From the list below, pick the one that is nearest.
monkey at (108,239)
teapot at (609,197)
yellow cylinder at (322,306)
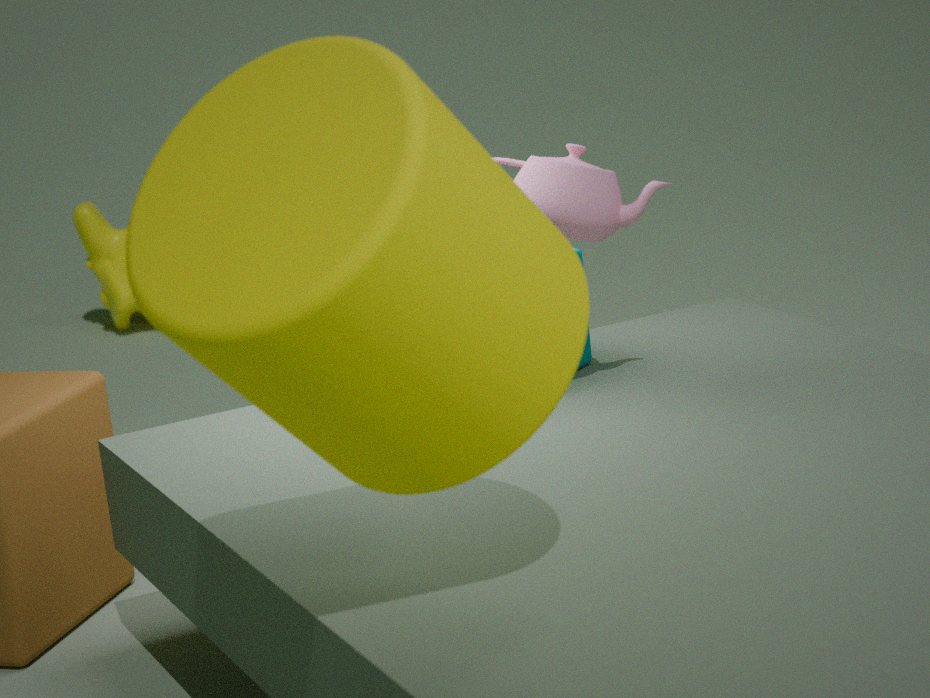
yellow cylinder at (322,306)
